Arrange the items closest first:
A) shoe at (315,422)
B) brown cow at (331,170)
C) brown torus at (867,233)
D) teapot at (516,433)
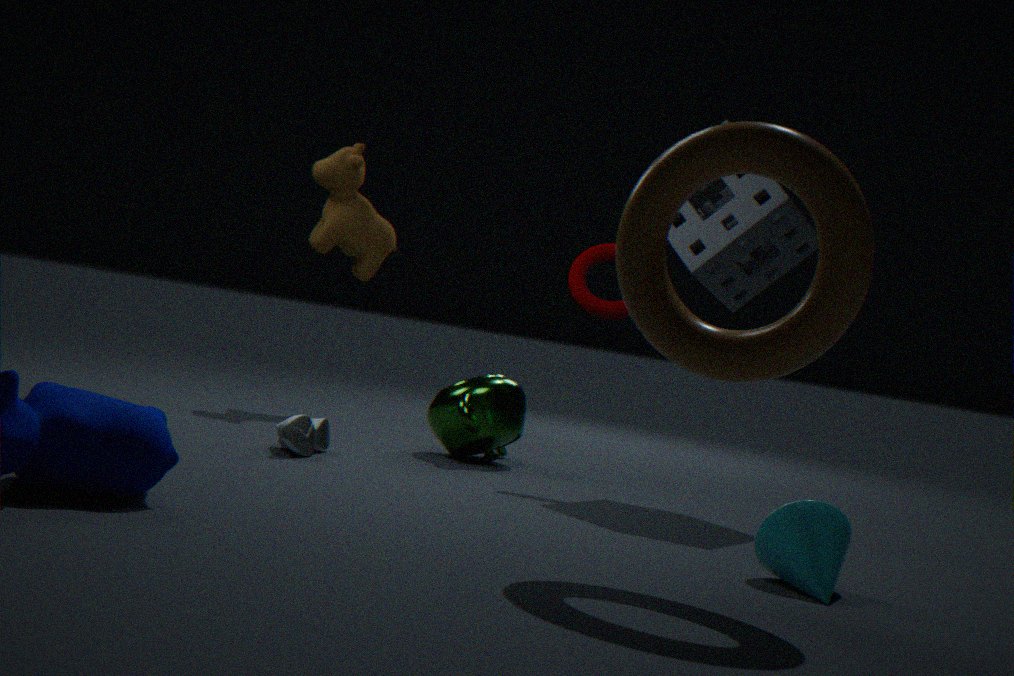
brown torus at (867,233)
shoe at (315,422)
teapot at (516,433)
brown cow at (331,170)
